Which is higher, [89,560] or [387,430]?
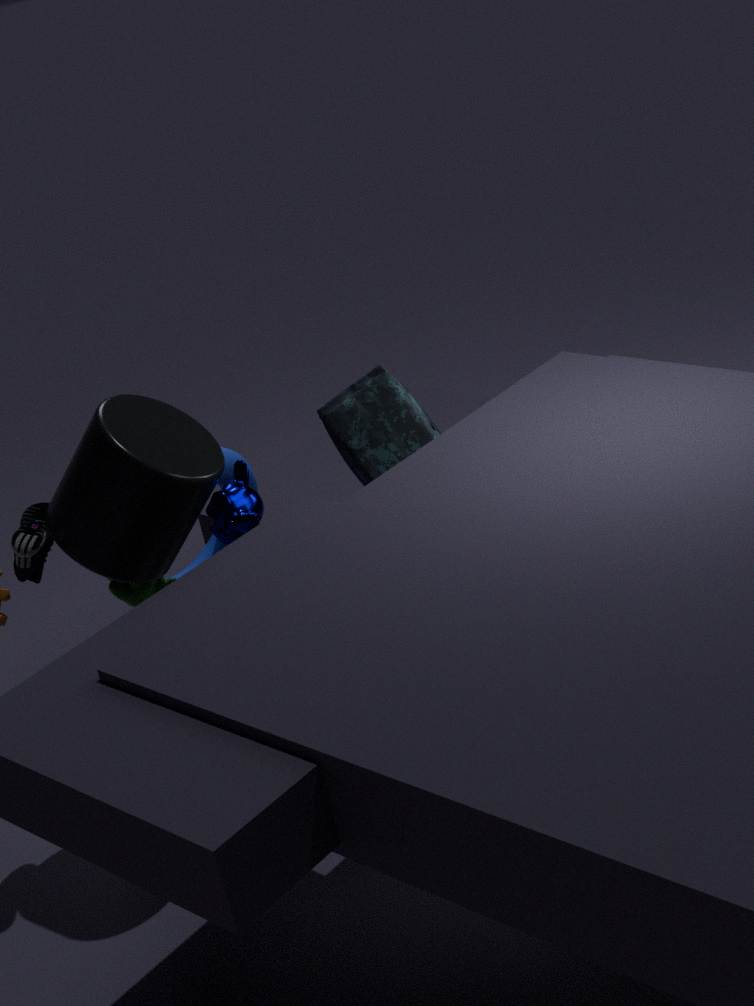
[89,560]
